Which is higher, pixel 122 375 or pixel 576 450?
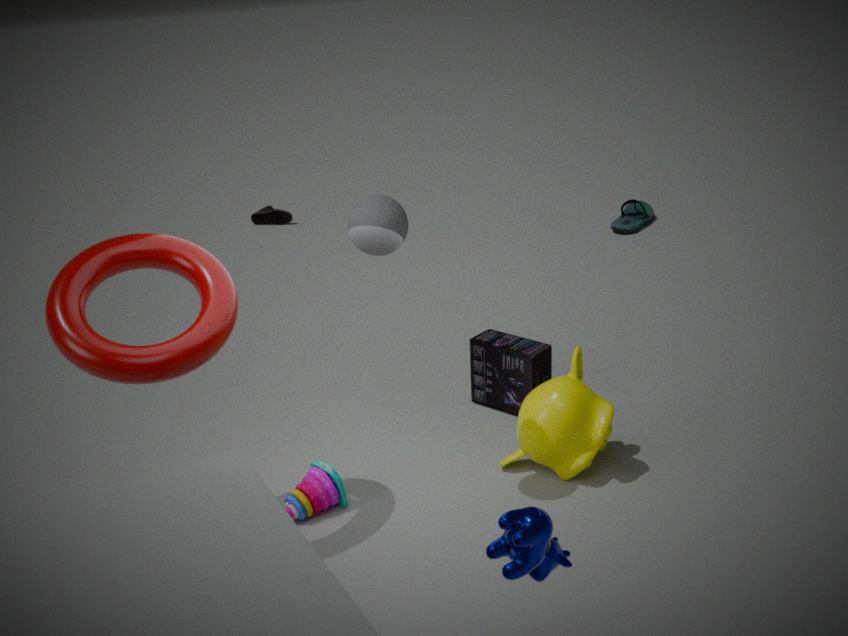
pixel 122 375
